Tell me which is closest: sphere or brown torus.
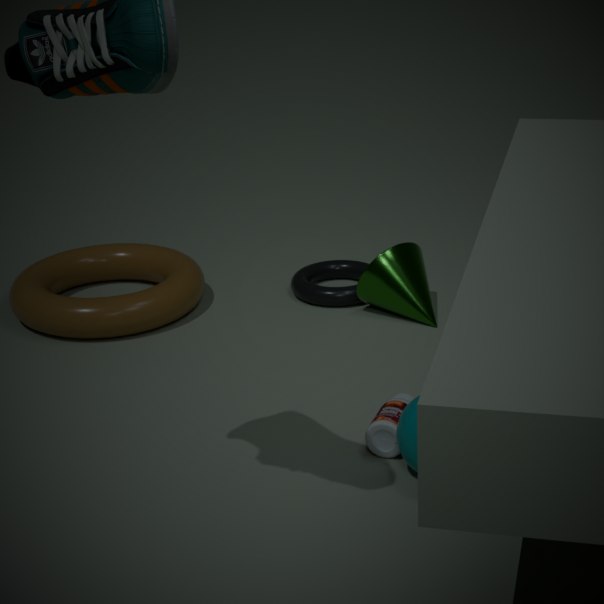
sphere
